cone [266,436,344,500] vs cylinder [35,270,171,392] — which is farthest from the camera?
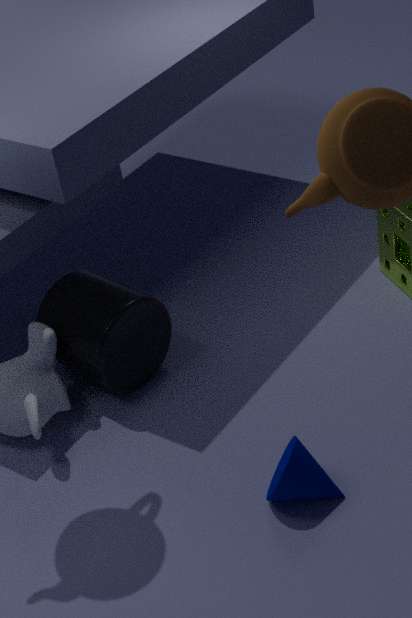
cylinder [35,270,171,392]
